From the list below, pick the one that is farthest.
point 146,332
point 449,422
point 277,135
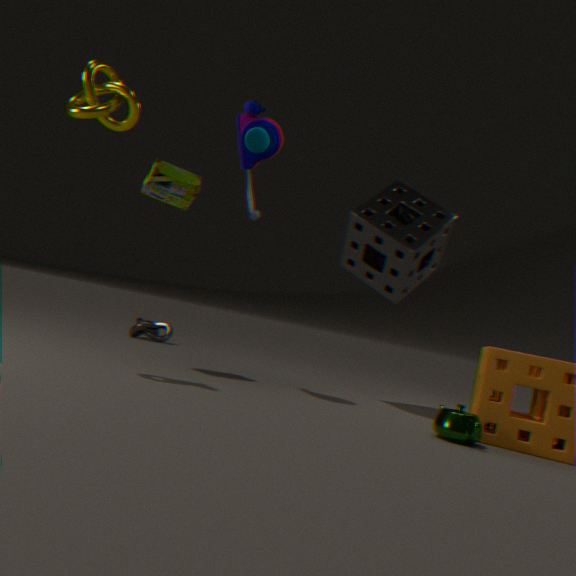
point 146,332
